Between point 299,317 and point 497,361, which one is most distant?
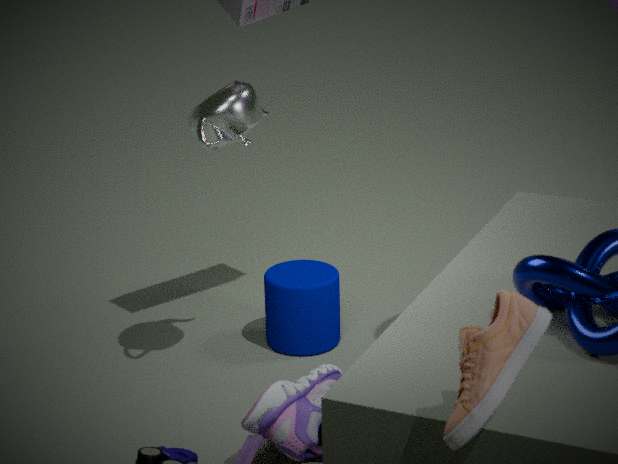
point 299,317
